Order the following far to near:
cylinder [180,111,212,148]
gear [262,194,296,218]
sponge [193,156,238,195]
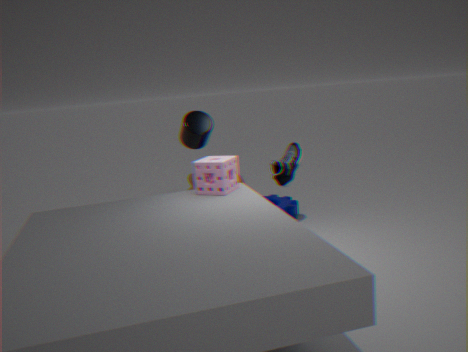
gear [262,194,296,218]
cylinder [180,111,212,148]
sponge [193,156,238,195]
